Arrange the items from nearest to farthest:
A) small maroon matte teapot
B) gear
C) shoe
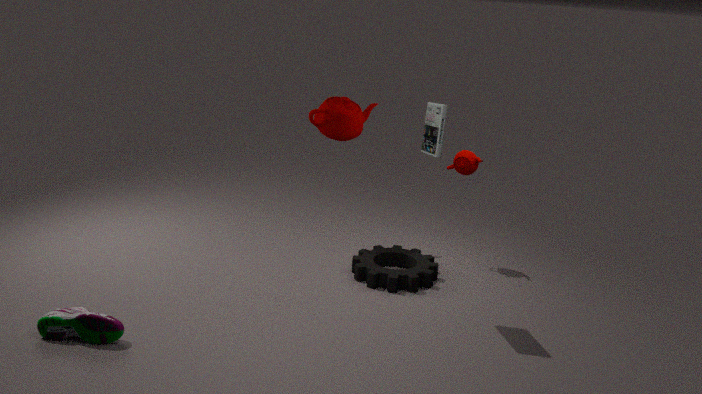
shoe → gear → small maroon matte teapot
